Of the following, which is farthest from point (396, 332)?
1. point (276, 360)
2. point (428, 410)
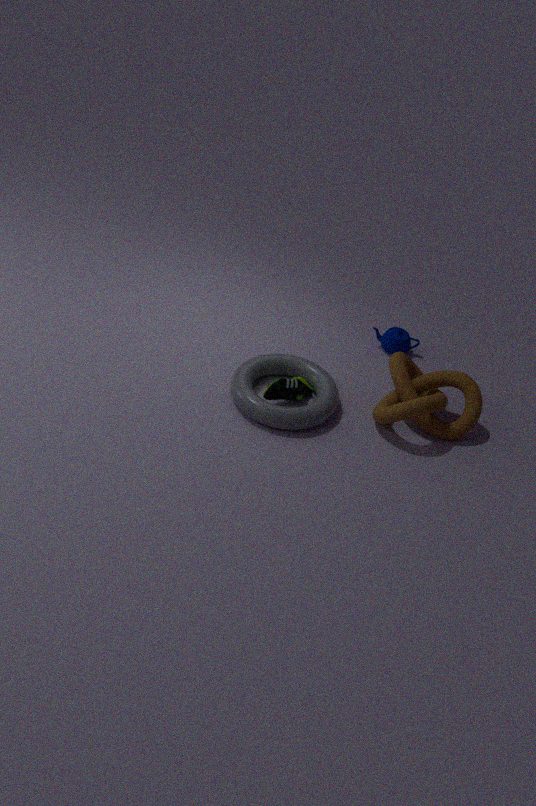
point (276, 360)
